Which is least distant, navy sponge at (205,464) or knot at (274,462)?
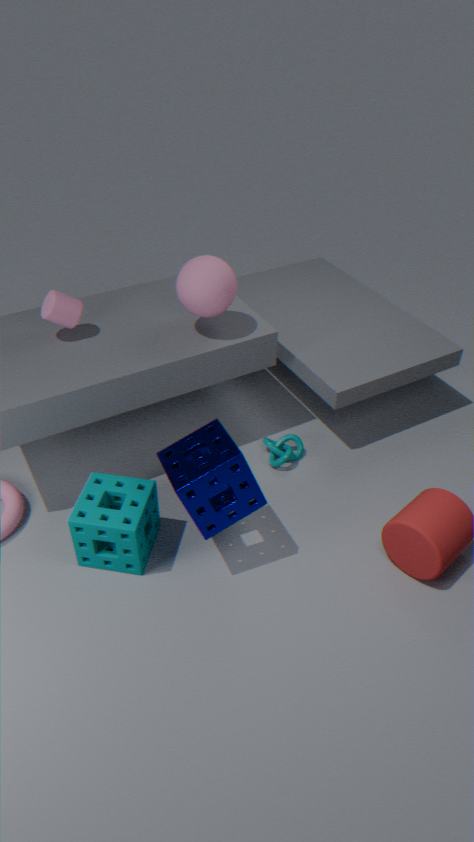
navy sponge at (205,464)
